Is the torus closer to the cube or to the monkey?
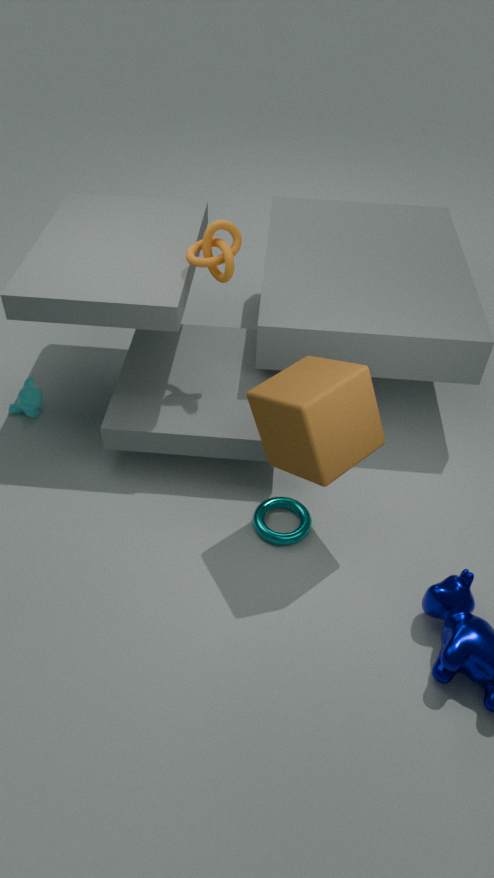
the cube
